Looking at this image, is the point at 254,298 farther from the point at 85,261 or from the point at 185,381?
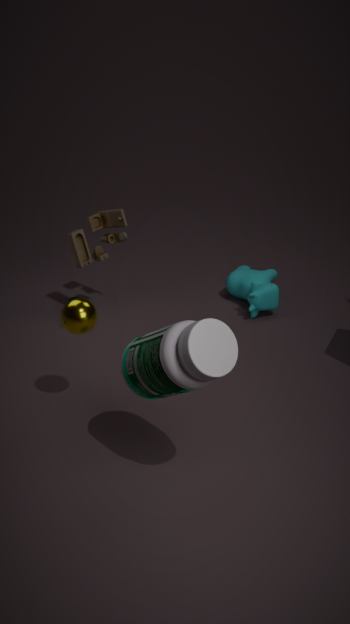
the point at 185,381
